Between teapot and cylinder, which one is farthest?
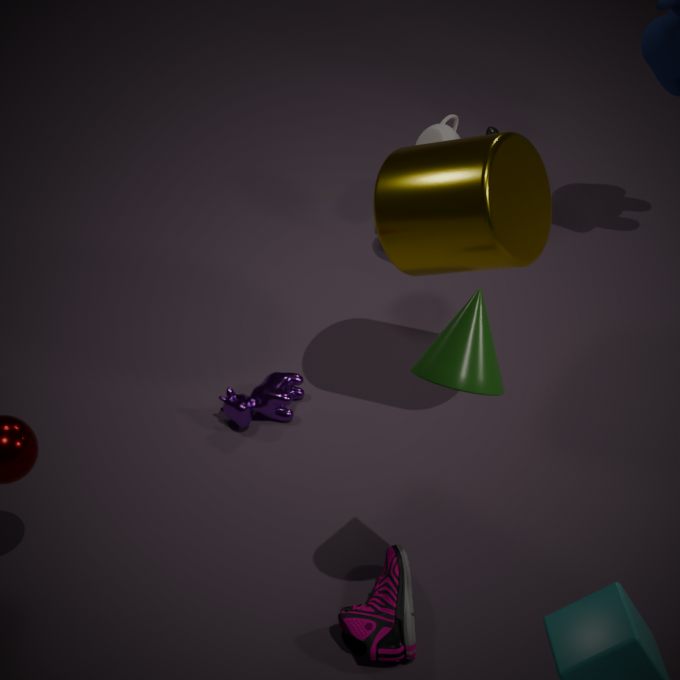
teapot
